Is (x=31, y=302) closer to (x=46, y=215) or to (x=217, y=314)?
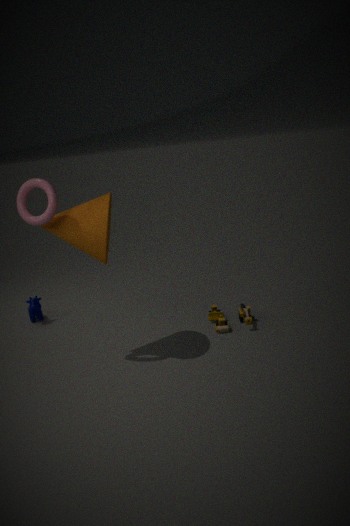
(x=46, y=215)
